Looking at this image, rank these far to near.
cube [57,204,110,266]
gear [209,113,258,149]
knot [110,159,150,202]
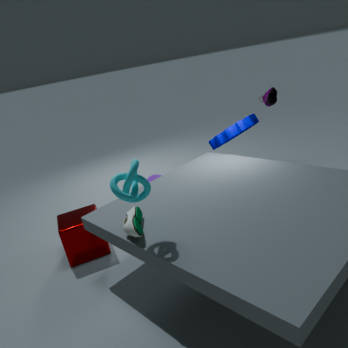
gear [209,113,258,149] < cube [57,204,110,266] < knot [110,159,150,202]
